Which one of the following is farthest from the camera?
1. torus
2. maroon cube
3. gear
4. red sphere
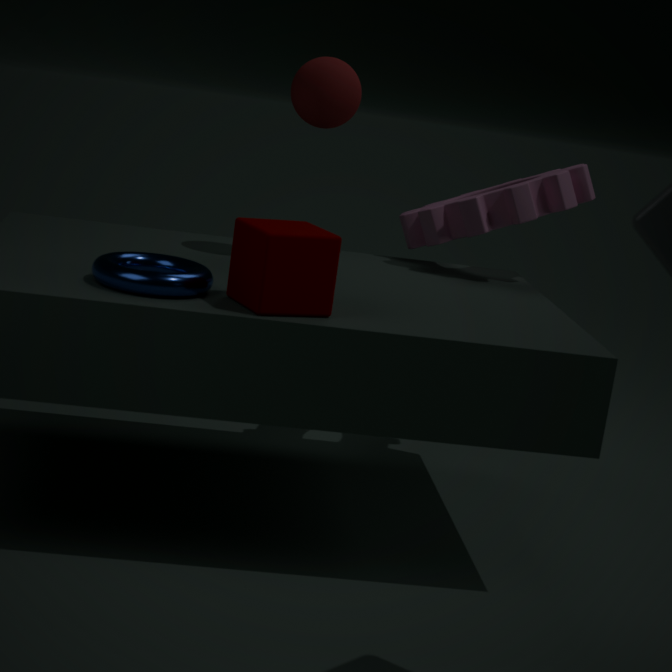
gear
